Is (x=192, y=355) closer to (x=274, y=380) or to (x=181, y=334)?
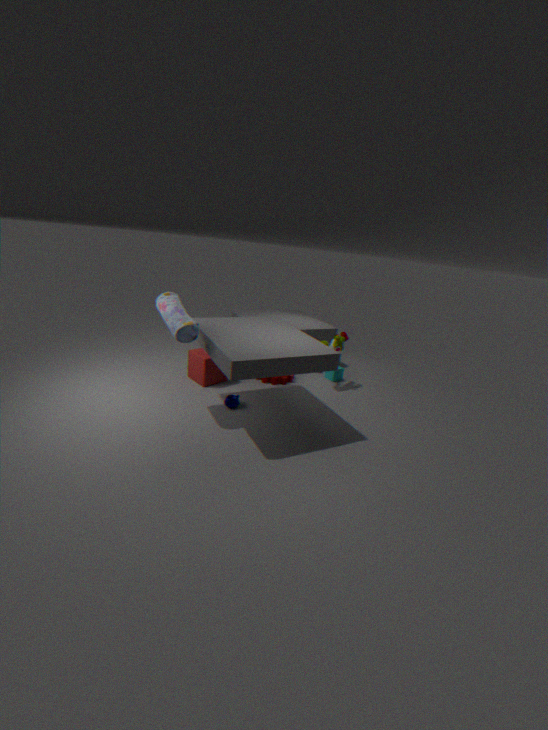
(x=274, y=380)
